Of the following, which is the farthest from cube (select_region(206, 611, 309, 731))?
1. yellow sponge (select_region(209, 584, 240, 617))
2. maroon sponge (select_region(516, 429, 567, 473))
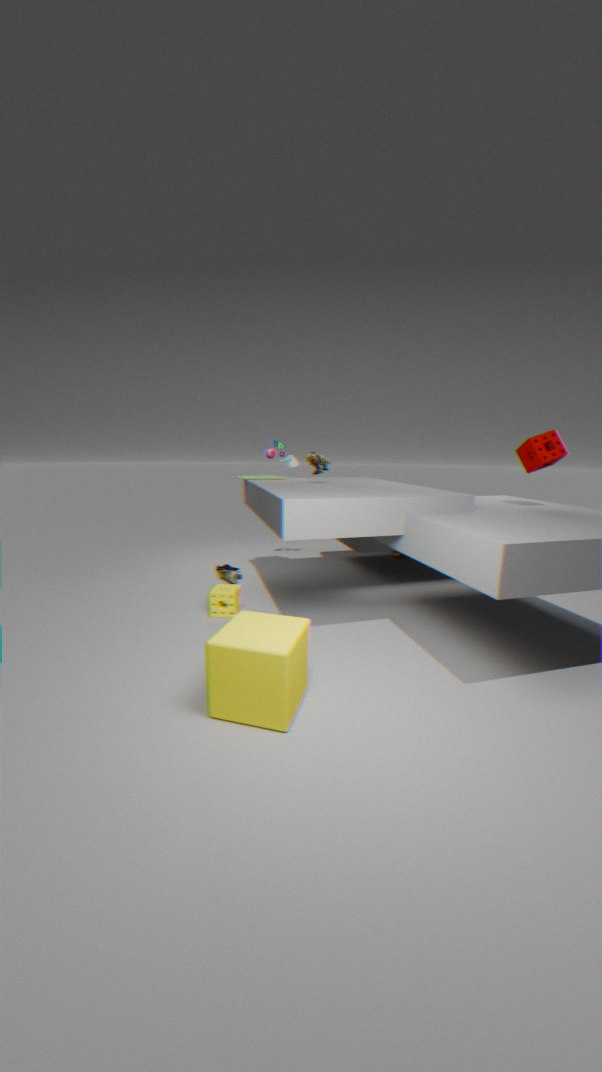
maroon sponge (select_region(516, 429, 567, 473))
